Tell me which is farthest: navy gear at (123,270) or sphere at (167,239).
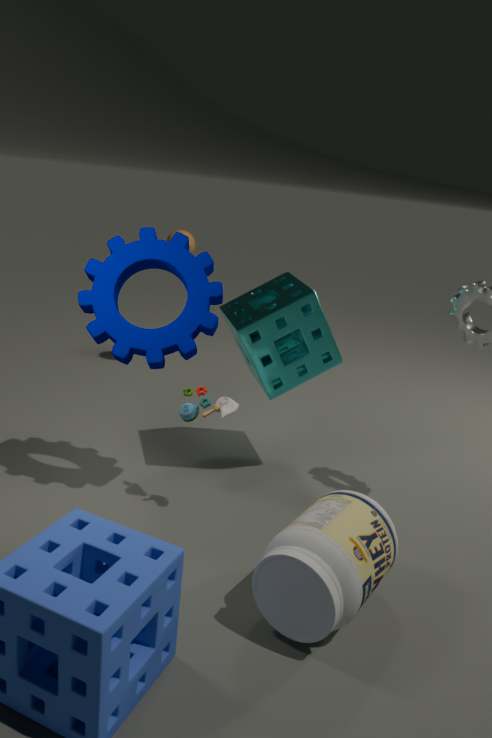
sphere at (167,239)
